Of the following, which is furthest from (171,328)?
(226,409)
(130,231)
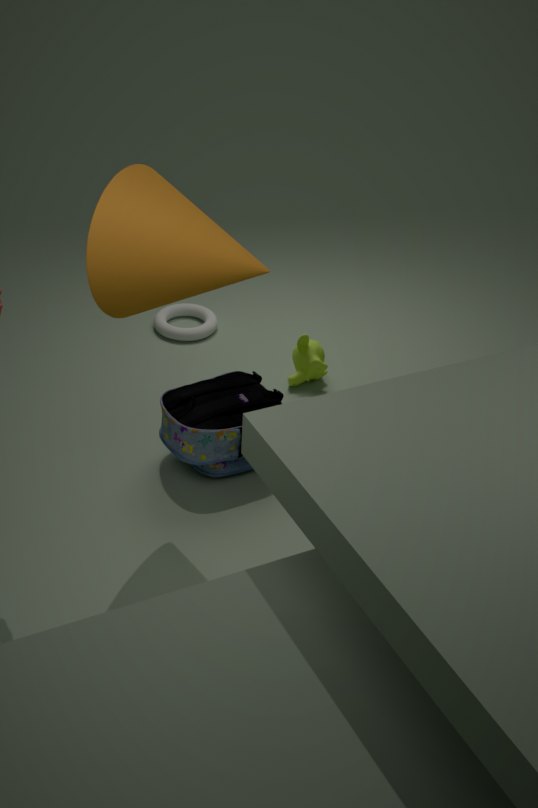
(130,231)
